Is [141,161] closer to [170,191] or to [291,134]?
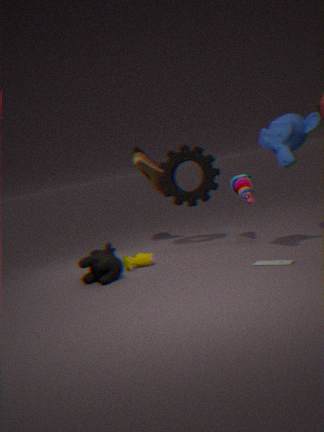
[170,191]
